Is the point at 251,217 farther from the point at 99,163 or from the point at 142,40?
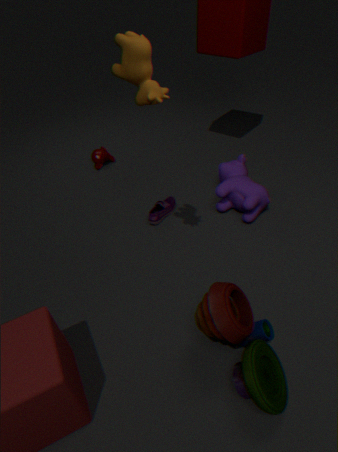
the point at 99,163
